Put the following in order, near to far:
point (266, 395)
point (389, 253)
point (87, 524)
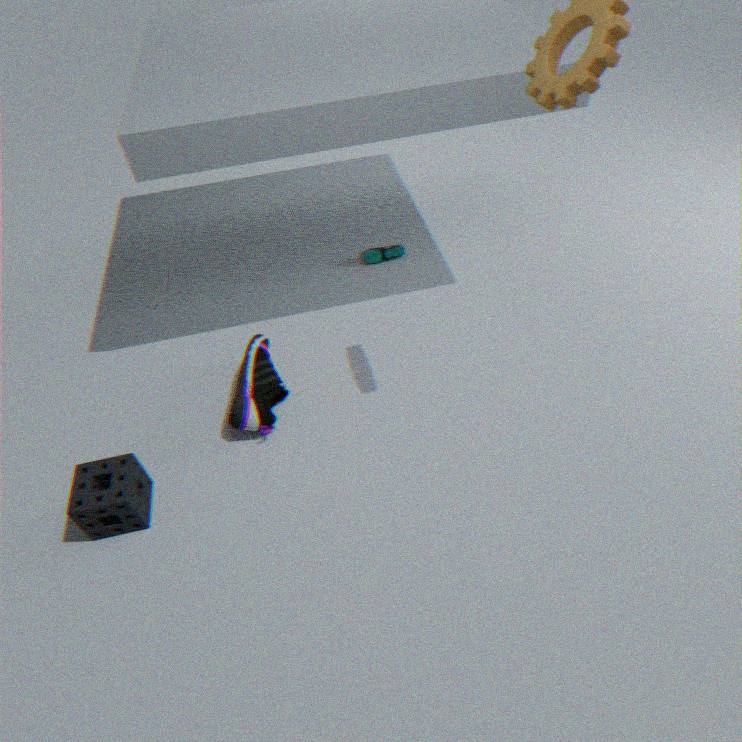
1. point (87, 524)
2. point (266, 395)
3. point (389, 253)
